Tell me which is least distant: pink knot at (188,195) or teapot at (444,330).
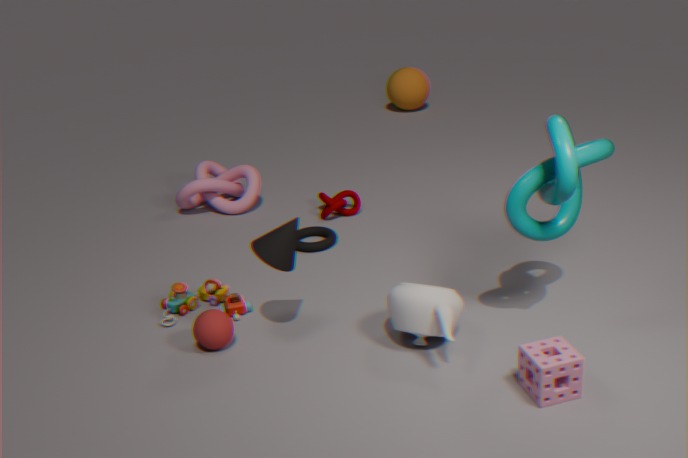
teapot at (444,330)
